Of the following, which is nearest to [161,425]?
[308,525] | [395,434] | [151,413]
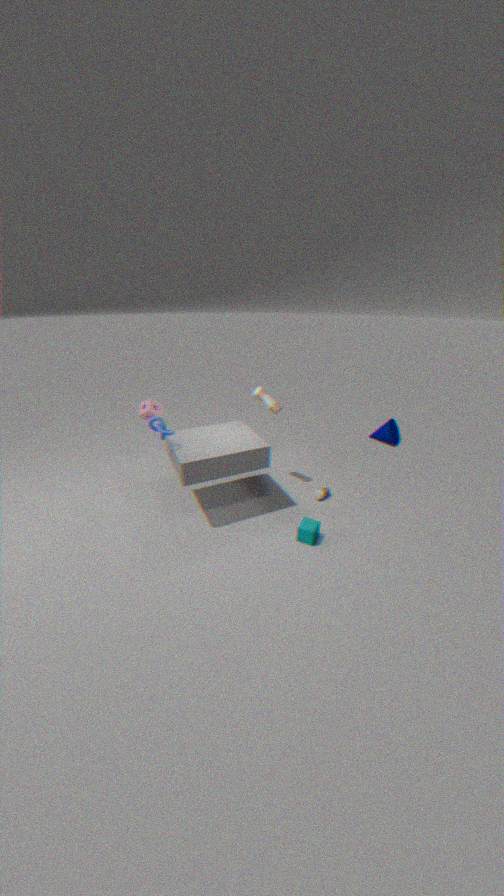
[151,413]
